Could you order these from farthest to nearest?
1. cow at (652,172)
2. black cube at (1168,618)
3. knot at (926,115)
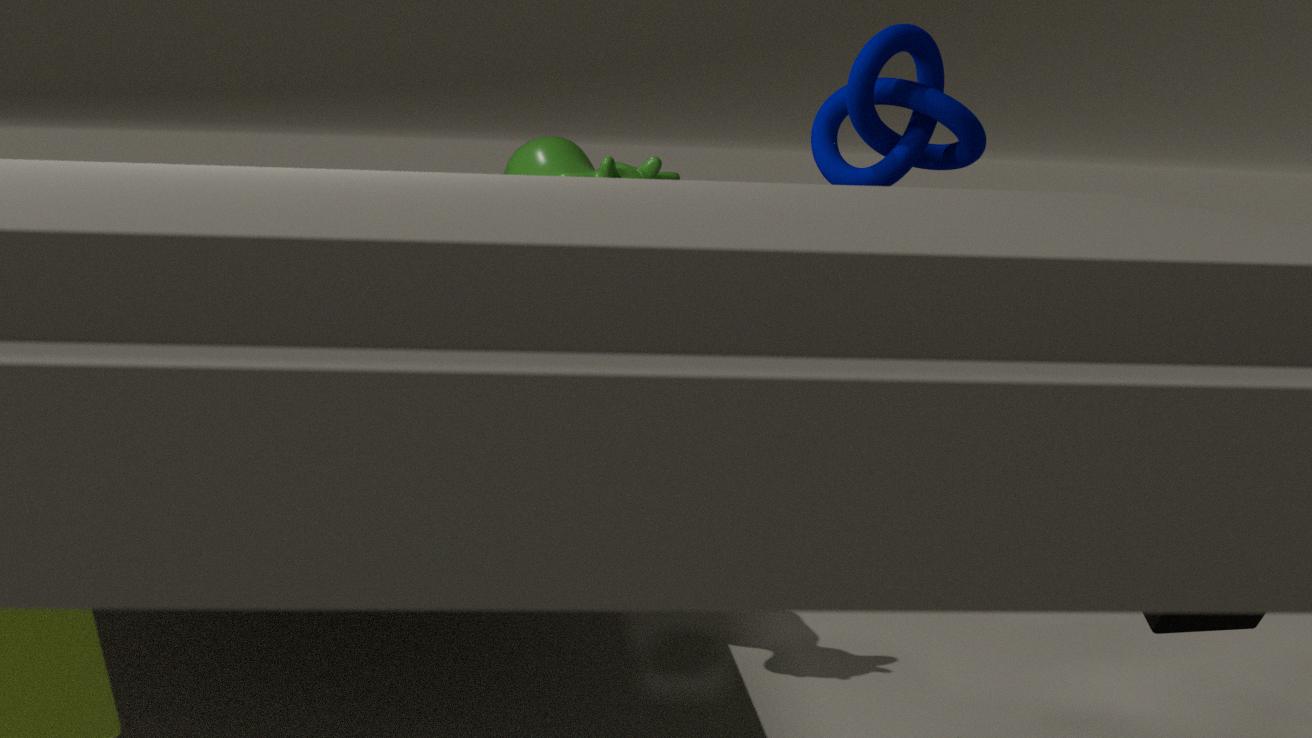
cow at (652,172)
knot at (926,115)
black cube at (1168,618)
